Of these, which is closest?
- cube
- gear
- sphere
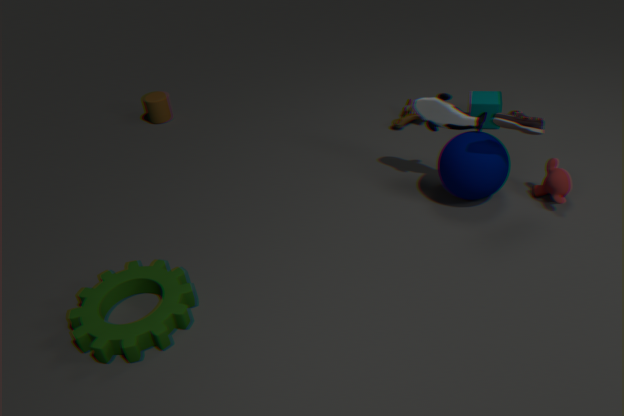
gear
